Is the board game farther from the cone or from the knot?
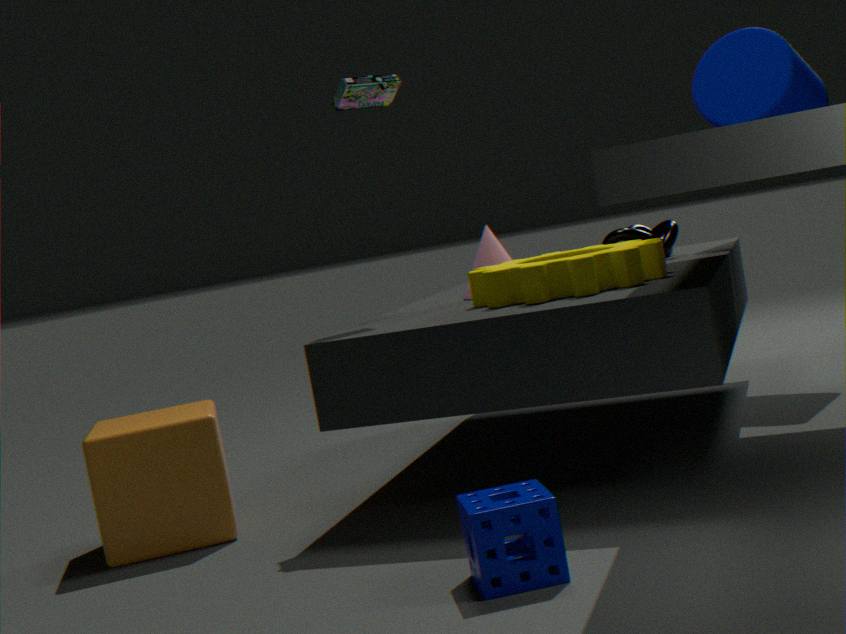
the knot
